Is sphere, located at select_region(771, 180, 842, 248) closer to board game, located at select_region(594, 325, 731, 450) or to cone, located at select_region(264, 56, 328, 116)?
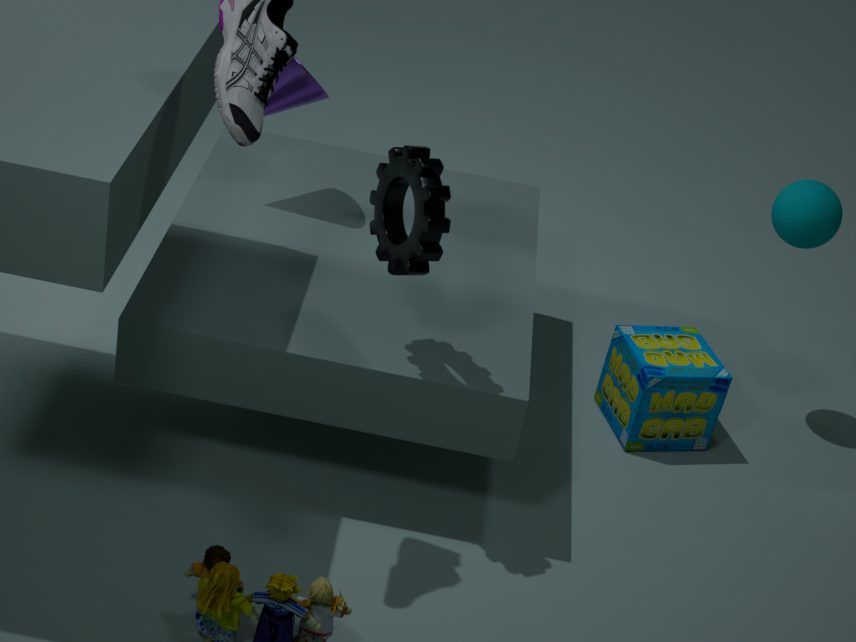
board game, located at select_region(594, 325, 731, 450)
